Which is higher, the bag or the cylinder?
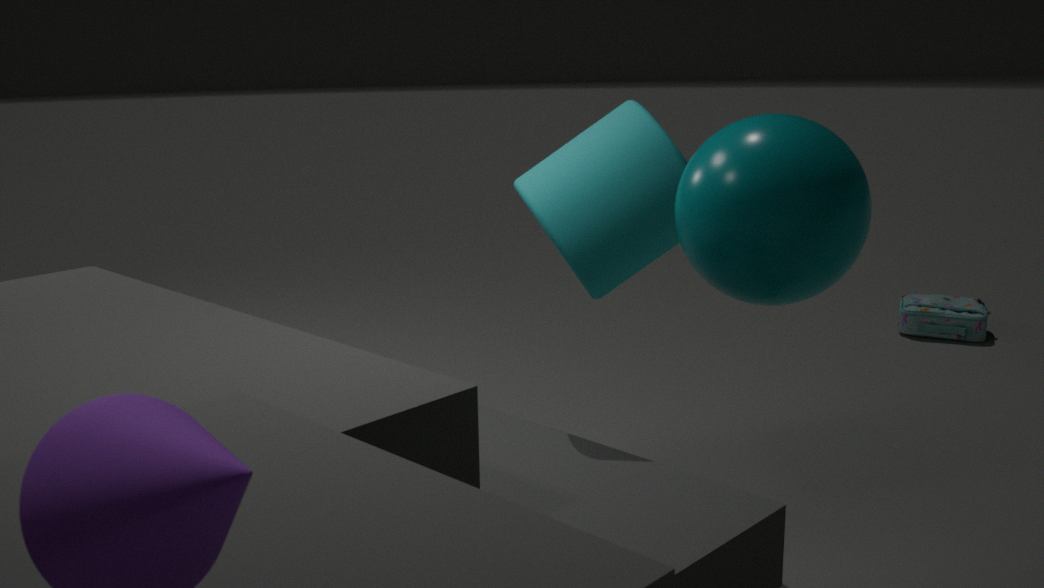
the cylinder
